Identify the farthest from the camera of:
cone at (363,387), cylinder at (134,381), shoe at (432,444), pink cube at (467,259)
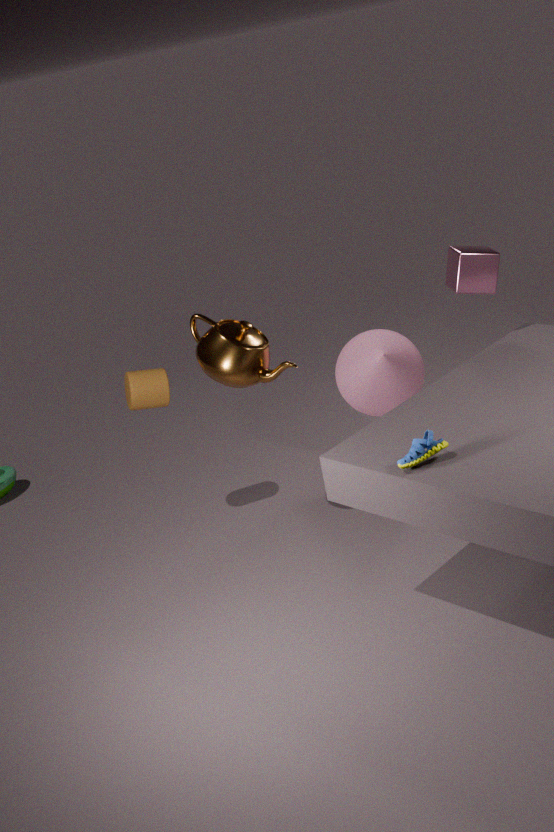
cone at (363,387)
